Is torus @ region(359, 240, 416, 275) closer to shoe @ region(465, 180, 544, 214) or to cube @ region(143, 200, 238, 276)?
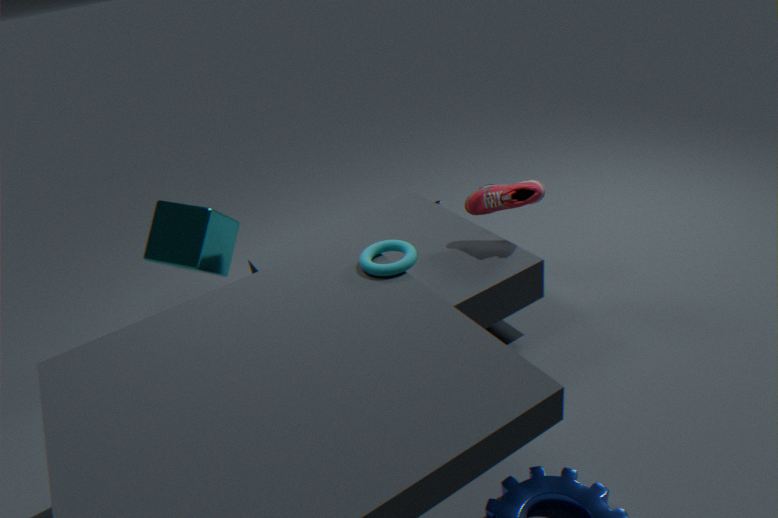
shoe @ region(465, 180, 544, 214)
